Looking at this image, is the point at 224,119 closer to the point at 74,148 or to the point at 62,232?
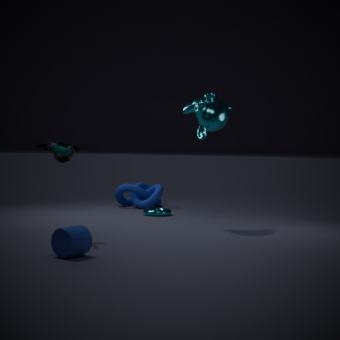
the point at 74,148
